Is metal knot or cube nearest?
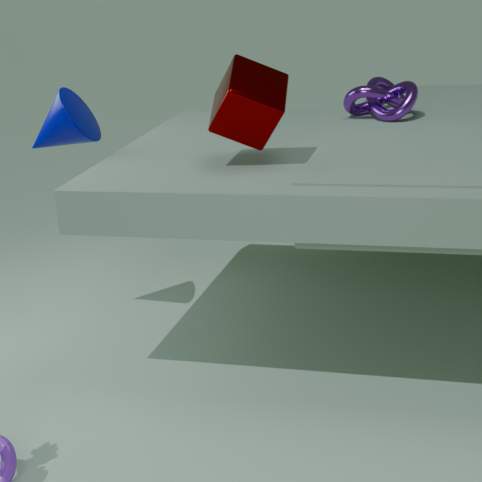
cube
